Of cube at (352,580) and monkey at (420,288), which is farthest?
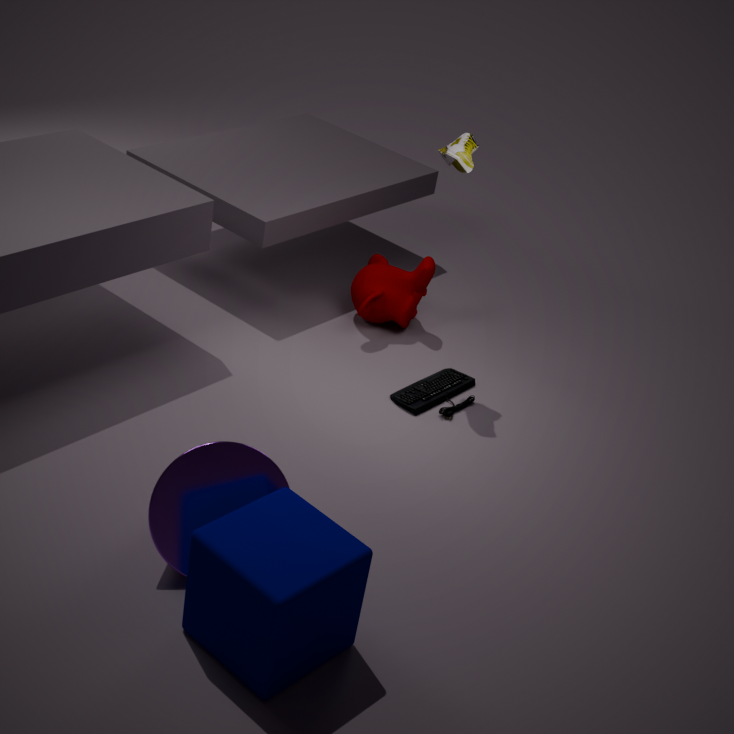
monkey at (420,288)
